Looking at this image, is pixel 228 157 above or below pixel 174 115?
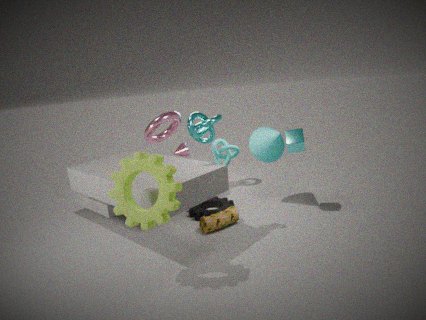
below
